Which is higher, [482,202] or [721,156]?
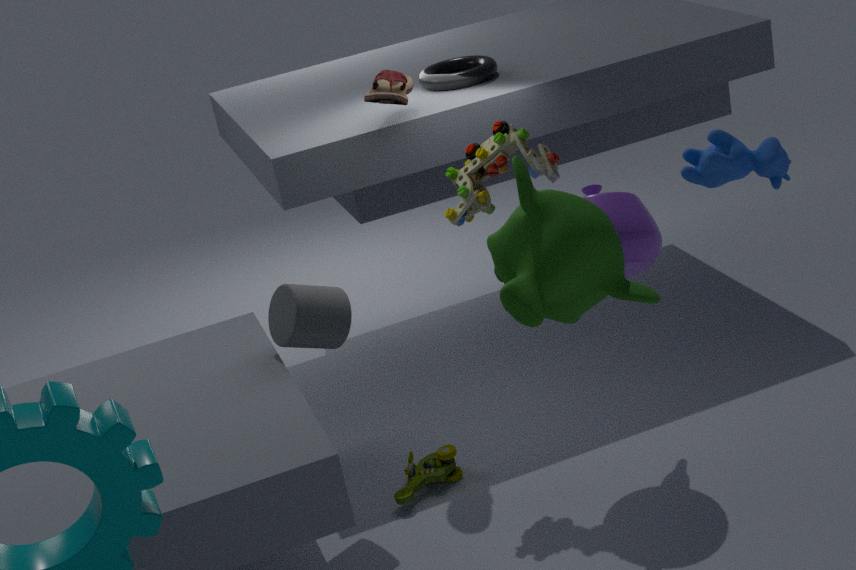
[721,156]
